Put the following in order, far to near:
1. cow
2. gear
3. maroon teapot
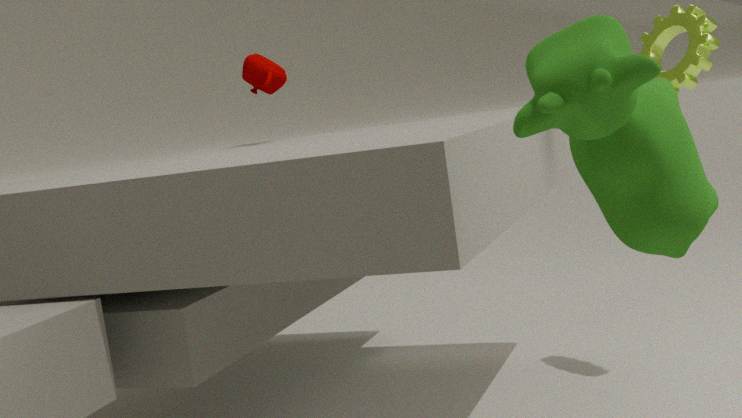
maroon teapot < gear < cow
